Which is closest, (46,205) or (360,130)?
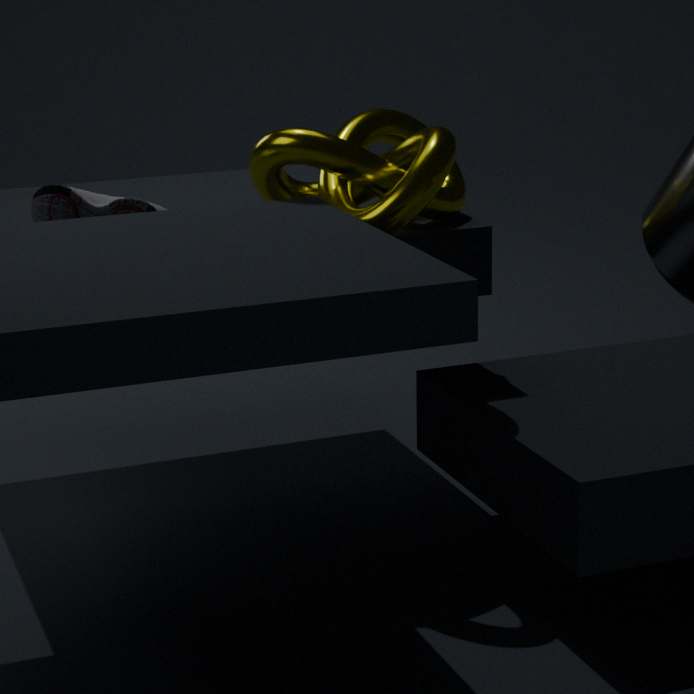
(46,205)
